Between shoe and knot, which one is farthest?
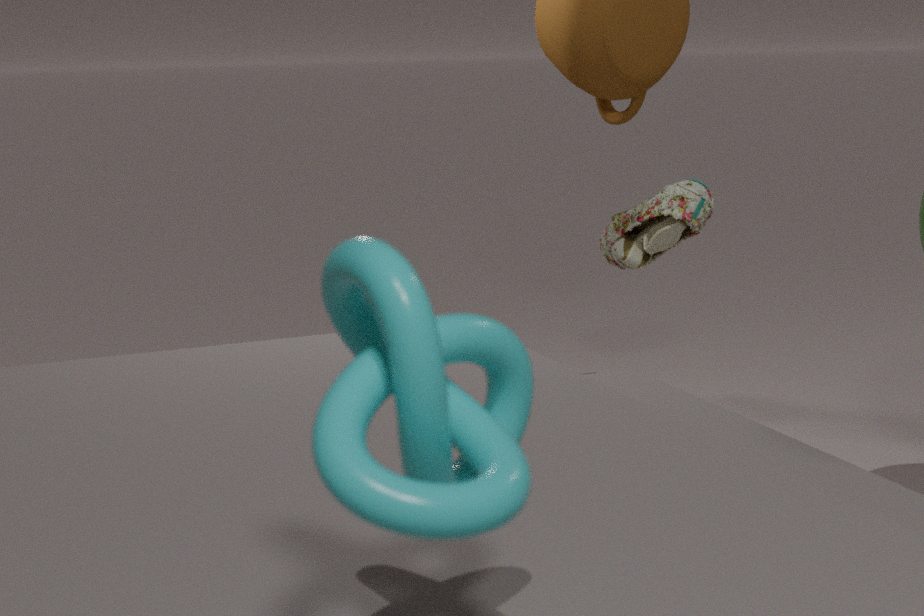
shoe
